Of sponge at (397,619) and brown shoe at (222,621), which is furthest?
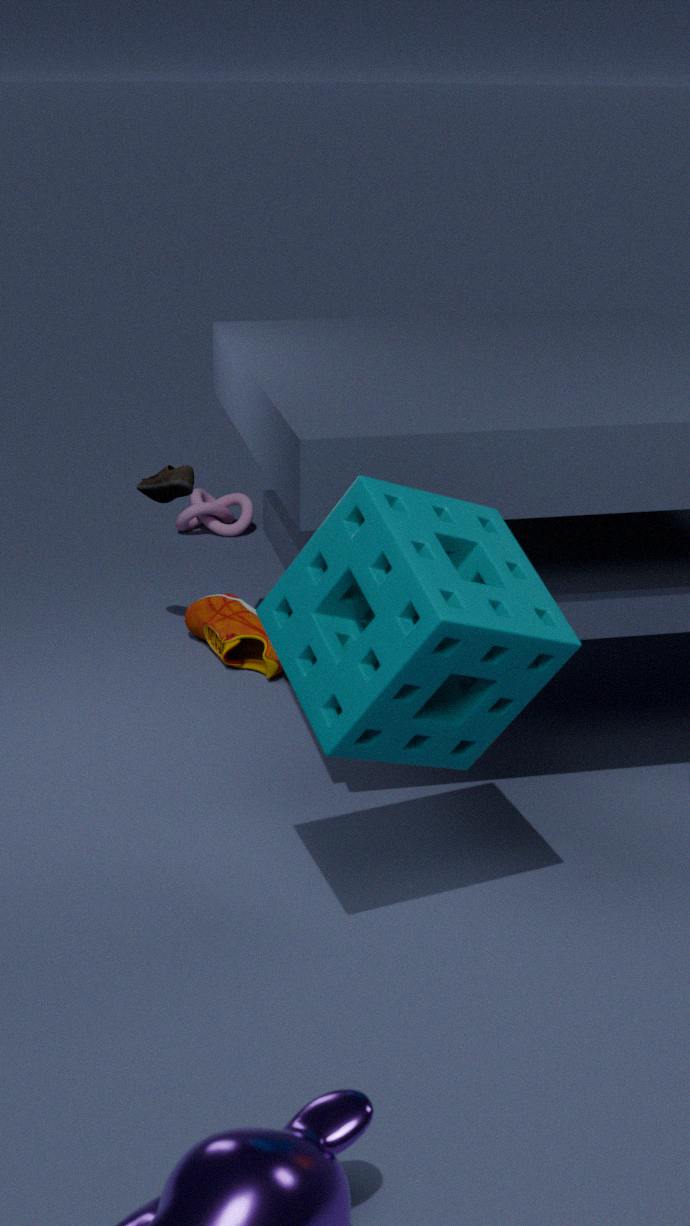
brown shoe at (222,621)
